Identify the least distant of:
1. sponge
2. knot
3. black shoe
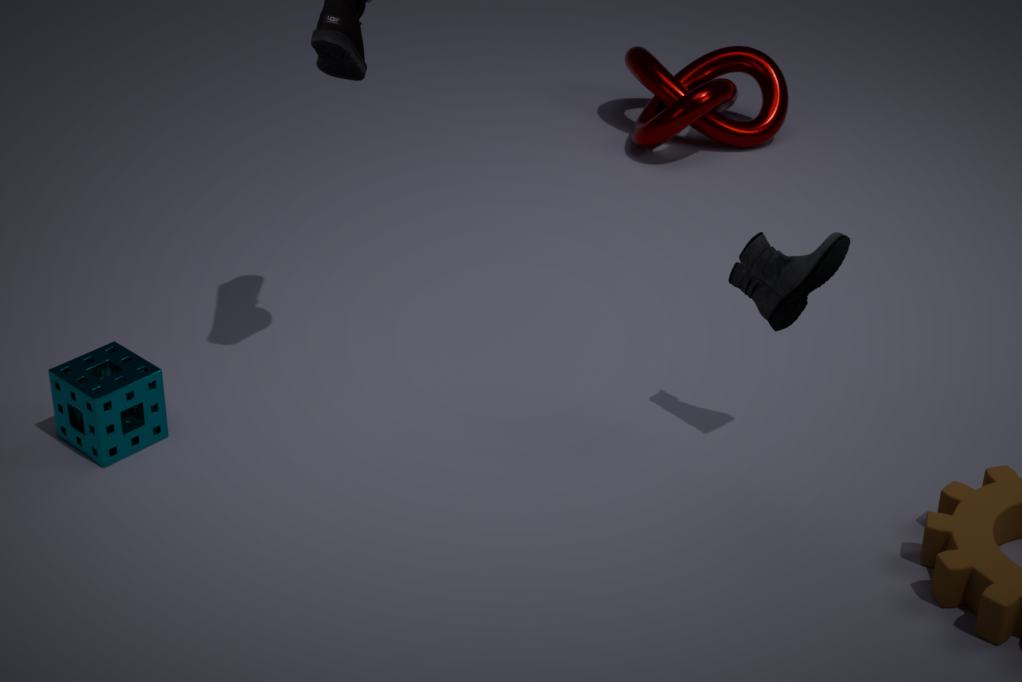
black shoe
